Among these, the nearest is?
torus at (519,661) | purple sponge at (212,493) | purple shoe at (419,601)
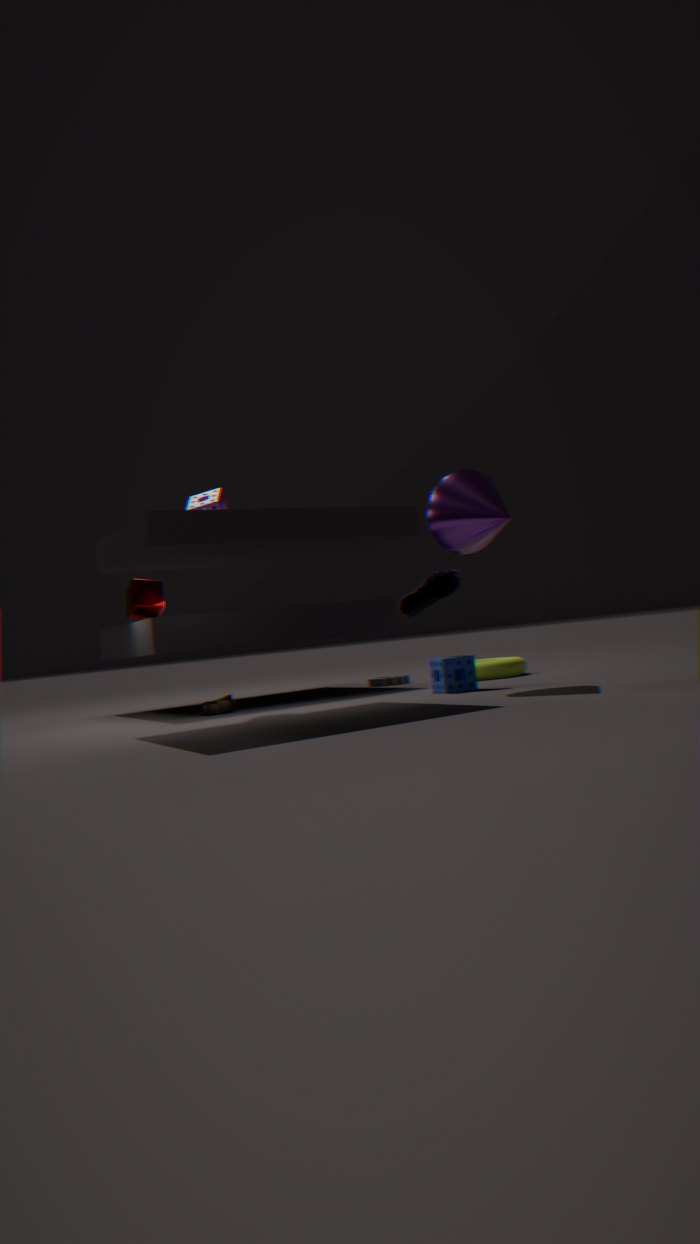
purple sponge at (212,493)
